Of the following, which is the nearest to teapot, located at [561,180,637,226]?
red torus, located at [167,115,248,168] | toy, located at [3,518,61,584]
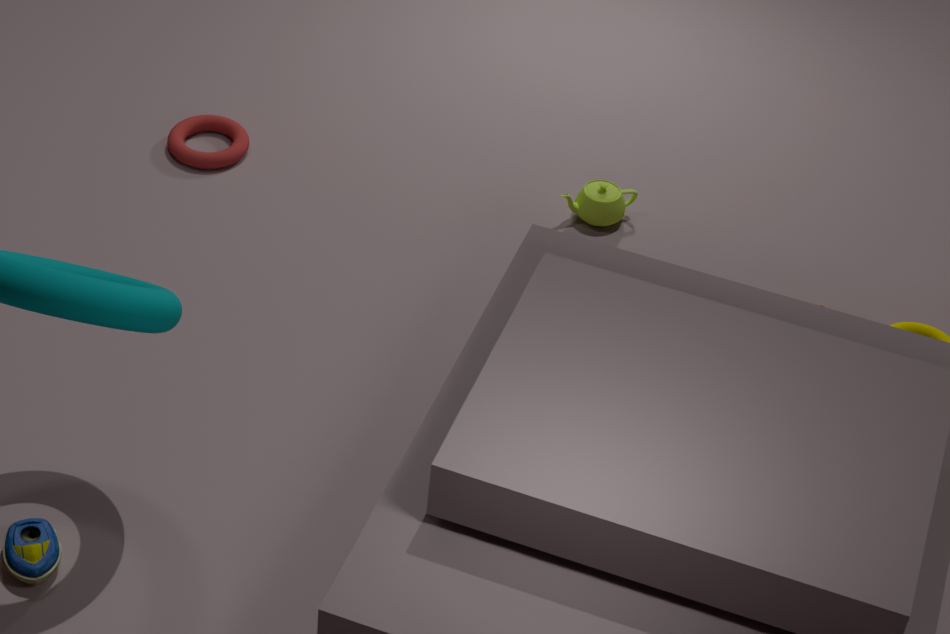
red torus, located at [167,115,248,168]
